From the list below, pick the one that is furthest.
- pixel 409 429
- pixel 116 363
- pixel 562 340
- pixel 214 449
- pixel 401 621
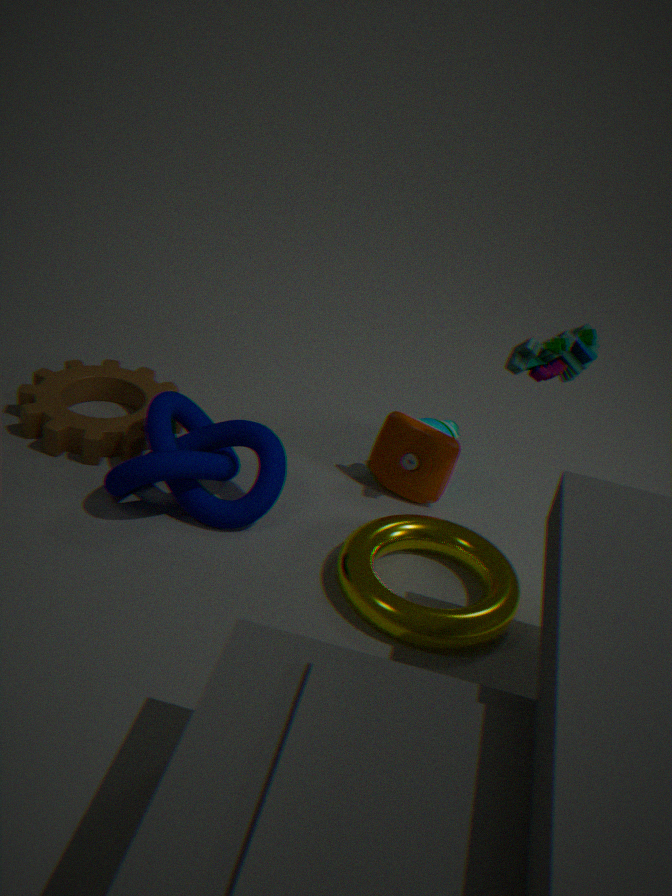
pixel 116 363
